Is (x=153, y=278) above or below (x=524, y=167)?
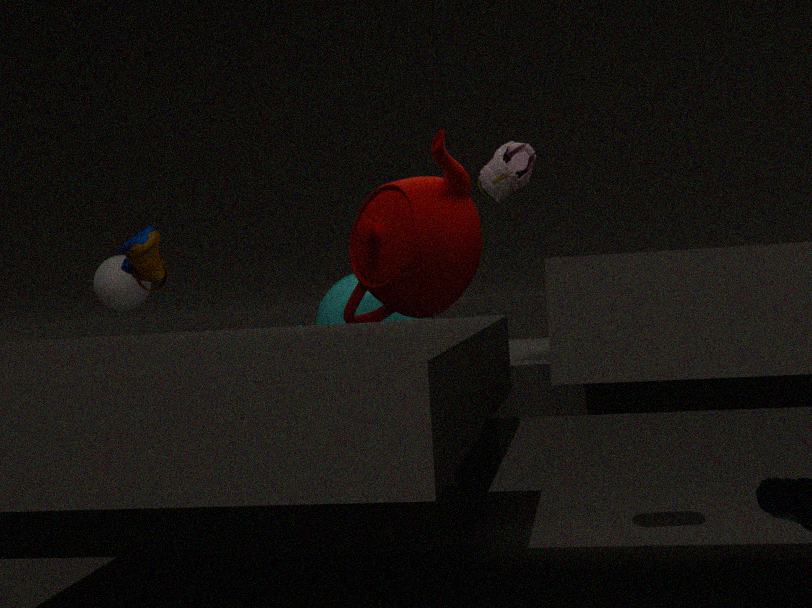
below
